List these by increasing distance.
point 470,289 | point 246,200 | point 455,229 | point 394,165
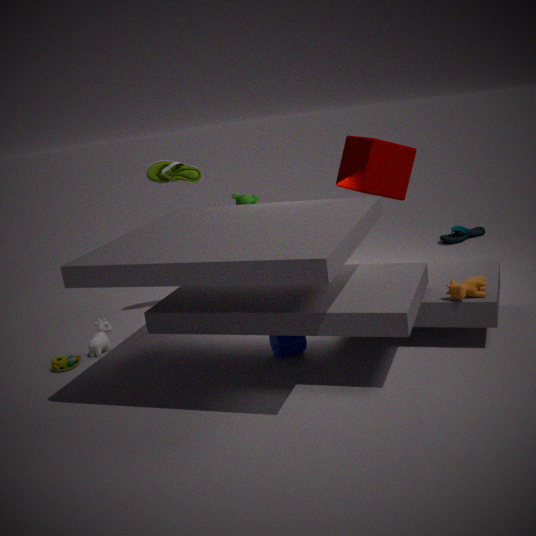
1. point 470,289
2. point 394,165
3. point 246,200
4. point 455,229
